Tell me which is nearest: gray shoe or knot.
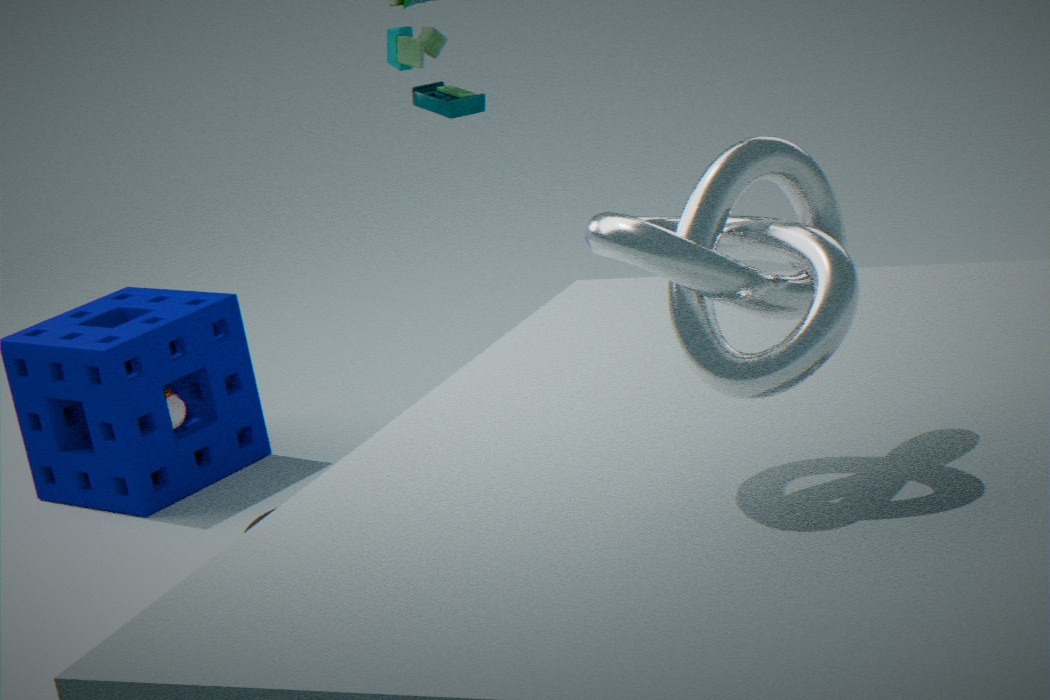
knot
